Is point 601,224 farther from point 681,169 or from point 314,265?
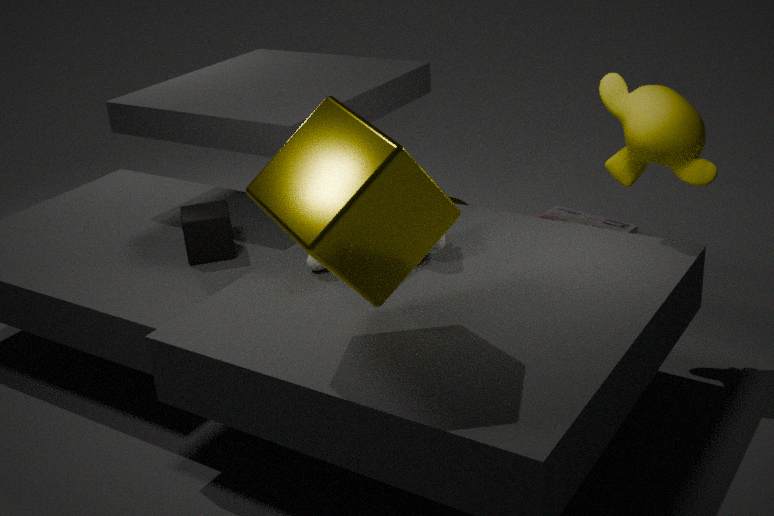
point 314,265
